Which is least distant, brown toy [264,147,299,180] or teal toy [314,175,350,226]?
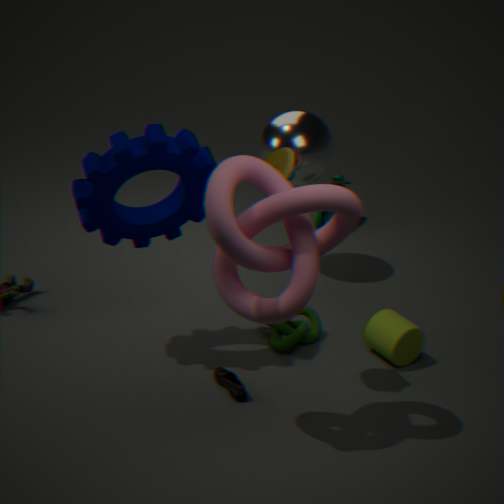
brown toy [264,147,299,180]
